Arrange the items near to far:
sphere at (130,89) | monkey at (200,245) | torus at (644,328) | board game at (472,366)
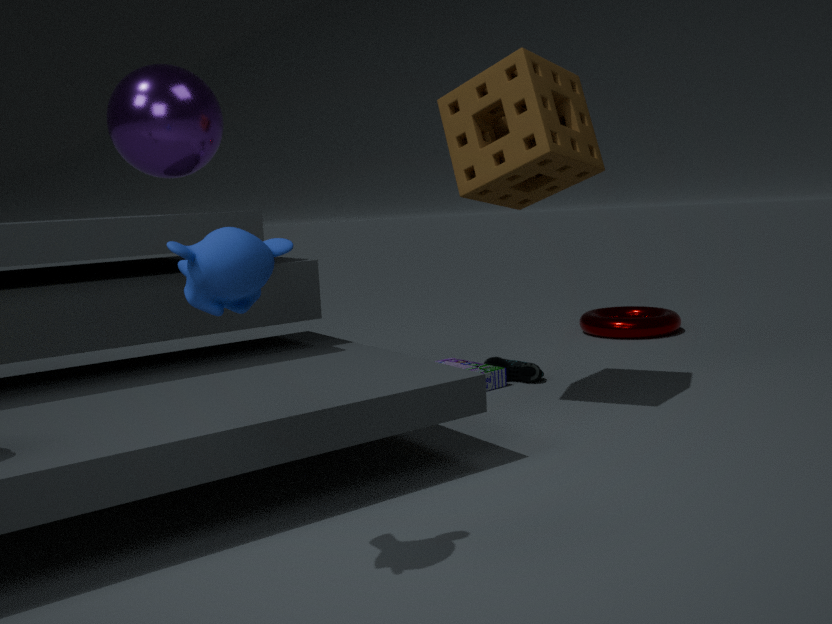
monkey at (200,245) < sphere at (130,89) < board game at (472,366) < torus at (644,328)
